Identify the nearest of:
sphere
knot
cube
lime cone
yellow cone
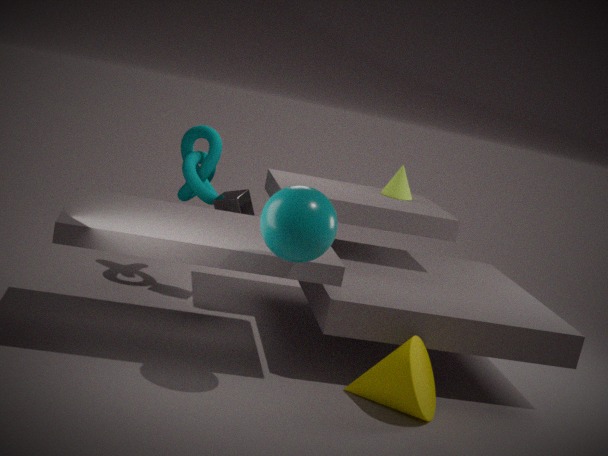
sphere
